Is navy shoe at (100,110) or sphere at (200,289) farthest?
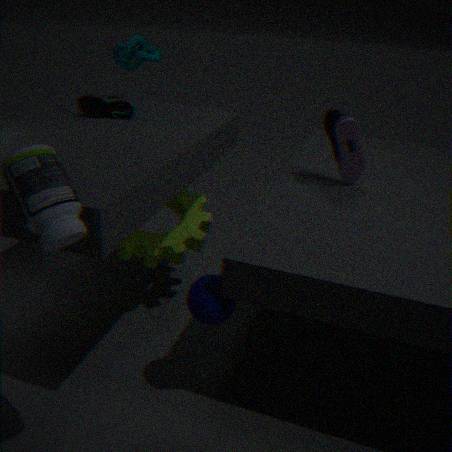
navy shoe at (100,110)
